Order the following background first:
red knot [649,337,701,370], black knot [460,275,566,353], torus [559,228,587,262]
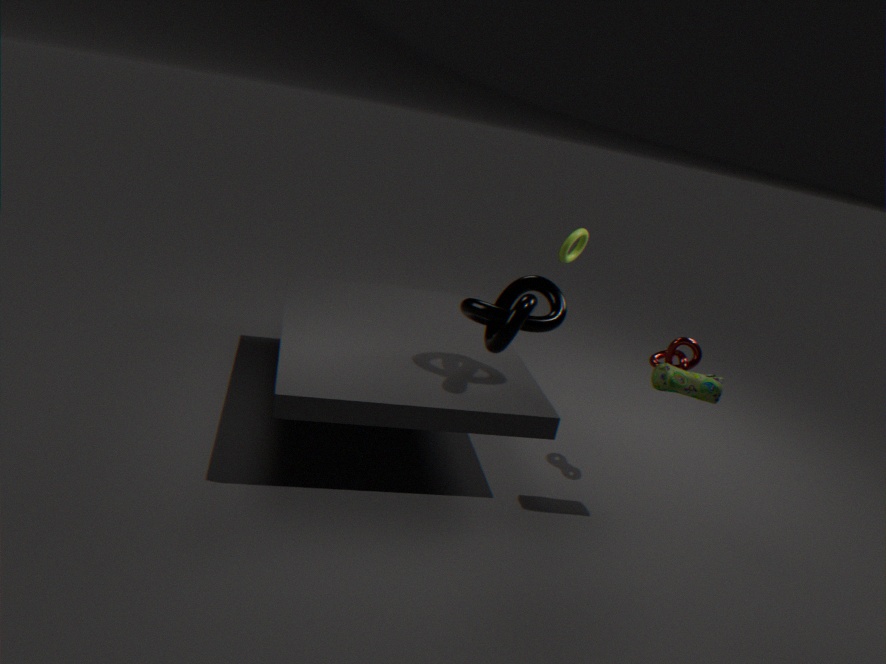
torus [559,228,587,262]
red knot [649,337,701,370]
black knot [460,275,566,353]
